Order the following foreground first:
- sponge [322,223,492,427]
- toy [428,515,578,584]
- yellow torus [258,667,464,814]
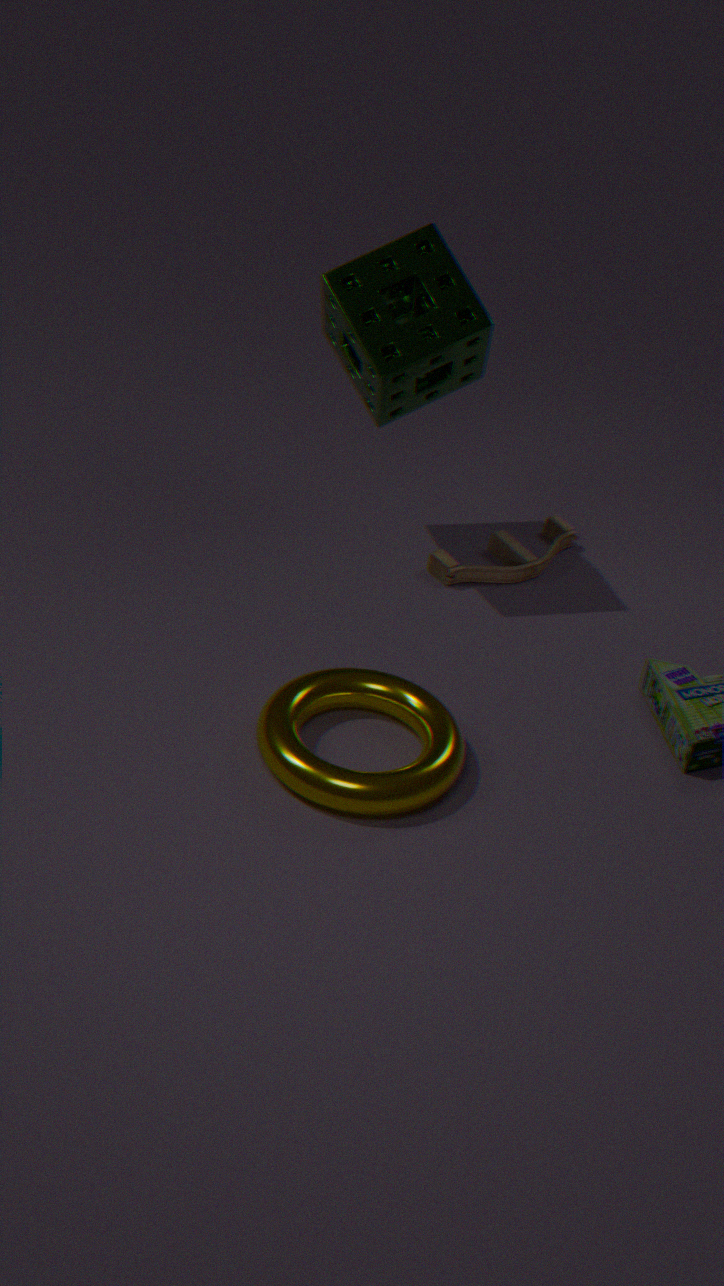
yellow torus [258,667,464,814] < sponge [322,223,492,427] < toy [428,515,578,584]
